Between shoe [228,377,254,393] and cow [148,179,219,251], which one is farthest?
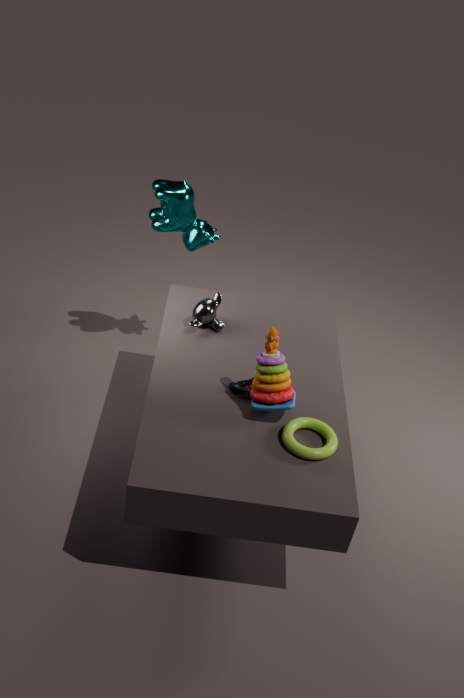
cow [148,179,219,251]
